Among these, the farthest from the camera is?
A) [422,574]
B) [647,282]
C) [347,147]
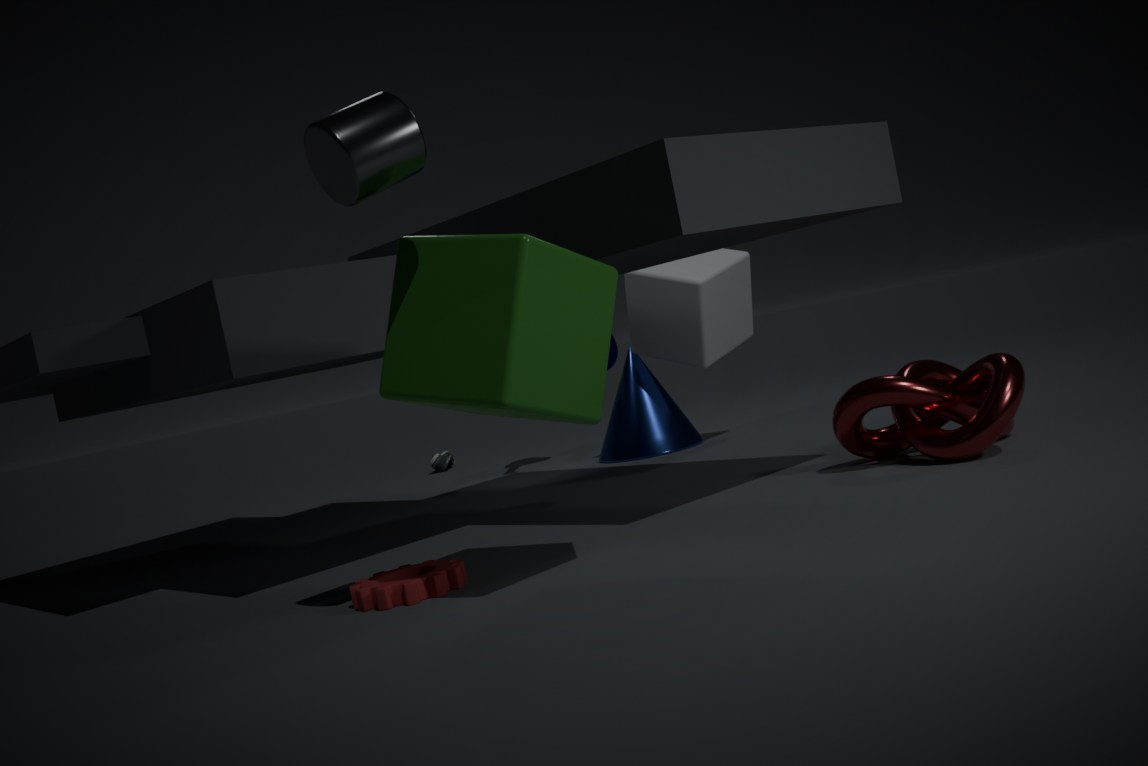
[647,282]
